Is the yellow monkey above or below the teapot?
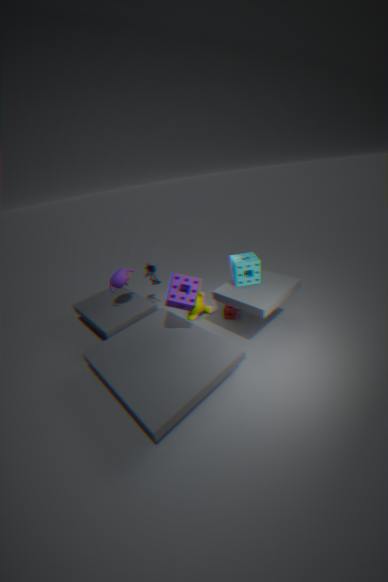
below
